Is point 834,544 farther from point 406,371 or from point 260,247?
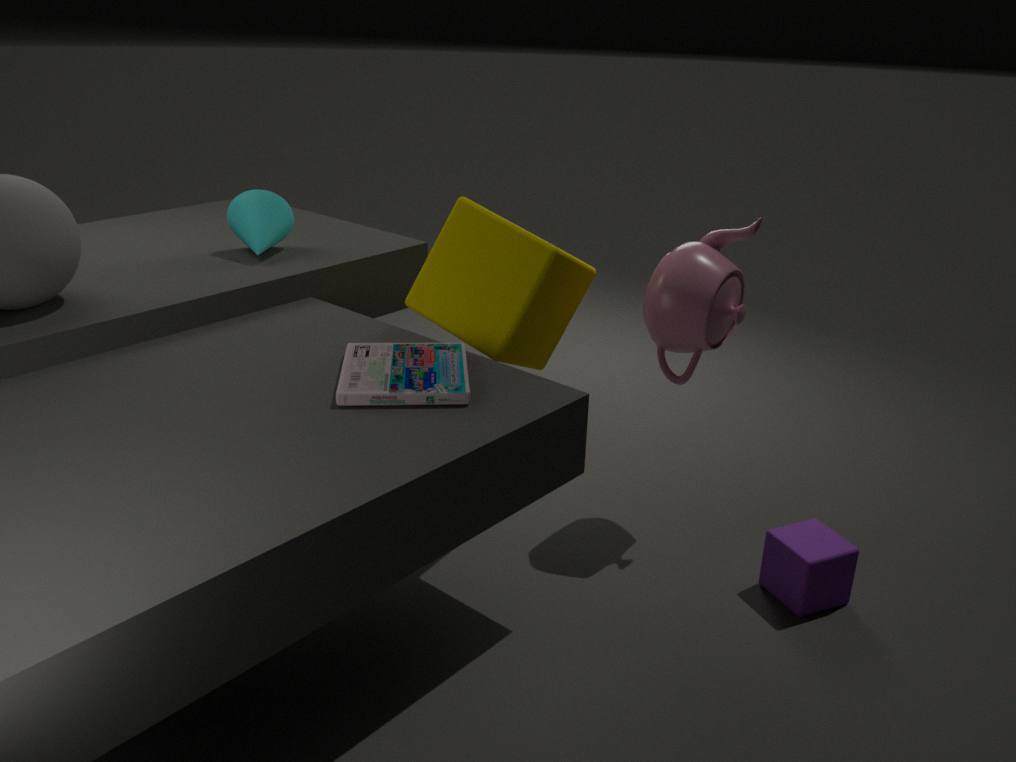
point 260,247
